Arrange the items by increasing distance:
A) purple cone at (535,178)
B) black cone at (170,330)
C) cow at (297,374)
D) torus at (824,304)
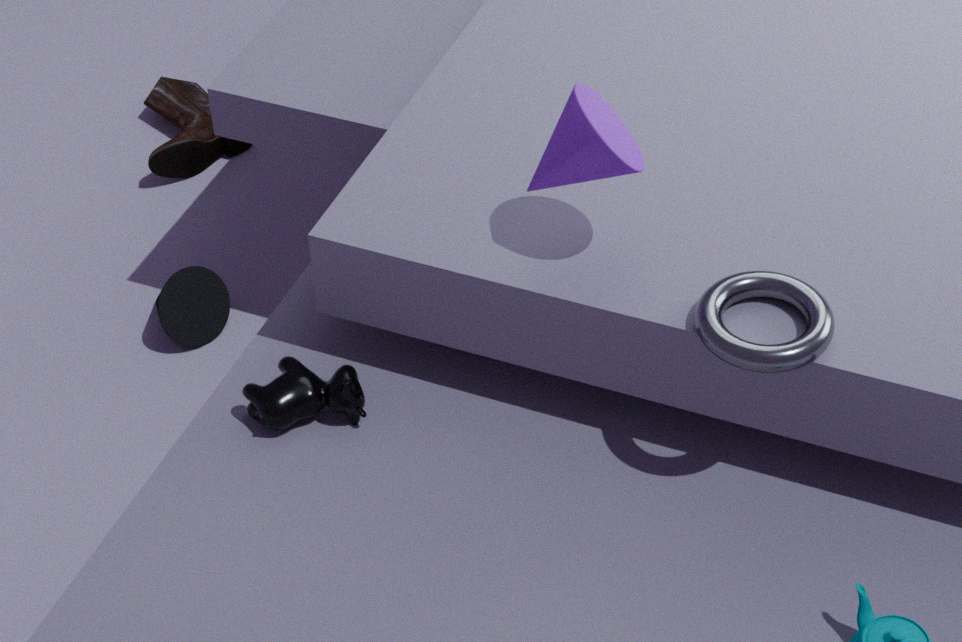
D. torus at (824,304)
A. purple cone at (535,178)
C. cow at (297,374)
B. black cone at (170,330)
